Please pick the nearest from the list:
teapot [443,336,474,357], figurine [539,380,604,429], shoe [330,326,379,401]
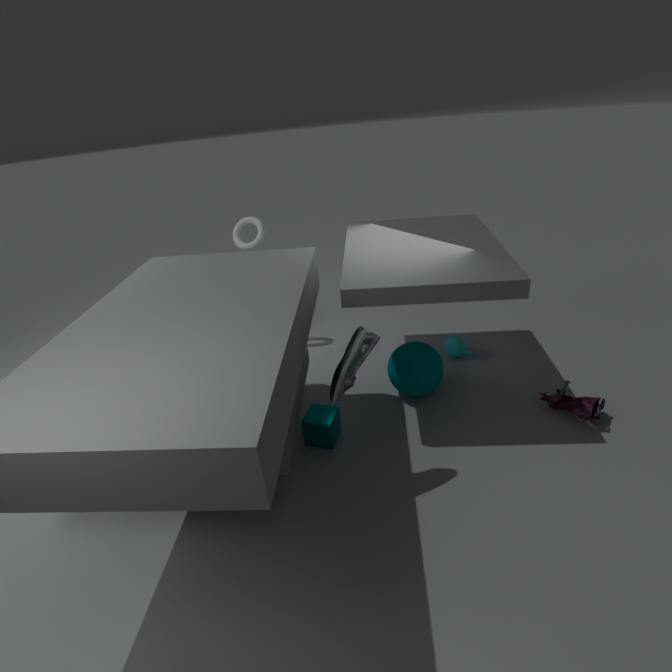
shoe [330,326,379,401]
